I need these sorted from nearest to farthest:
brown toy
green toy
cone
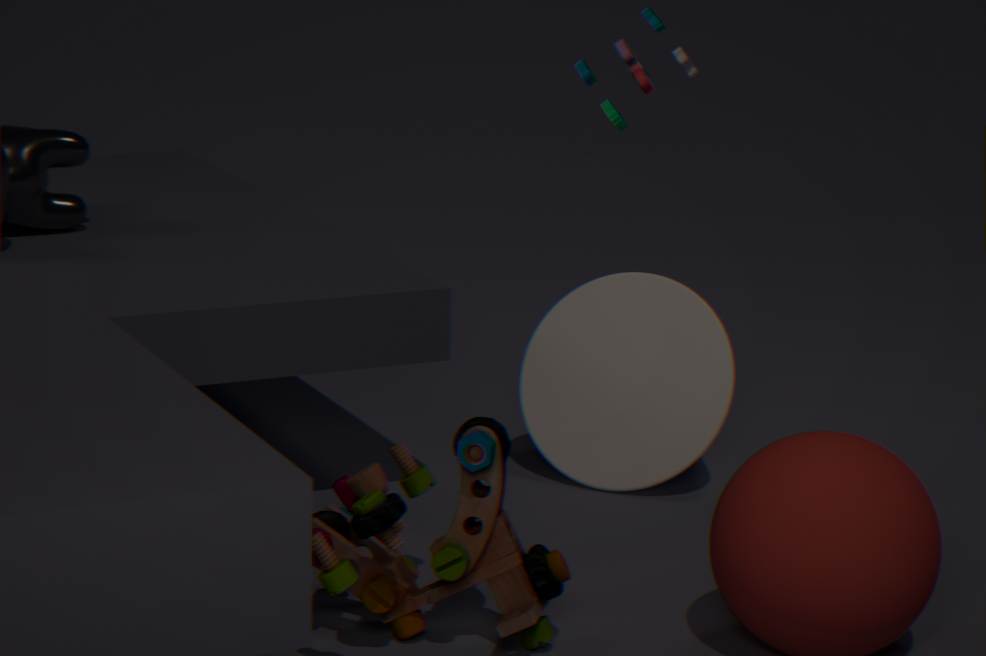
1. brown toy
2. cone
3. green toy
